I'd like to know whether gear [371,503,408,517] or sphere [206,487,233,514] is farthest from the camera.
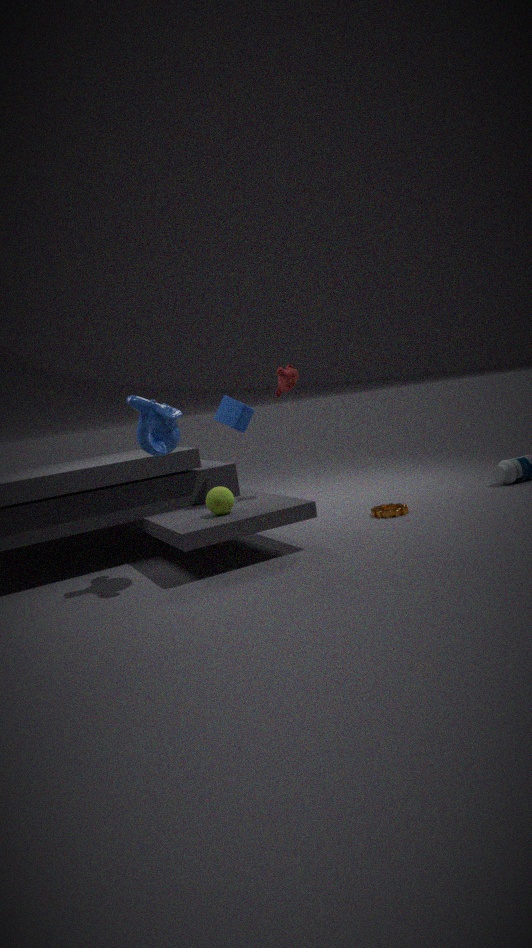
gear [371,503,408,517]
